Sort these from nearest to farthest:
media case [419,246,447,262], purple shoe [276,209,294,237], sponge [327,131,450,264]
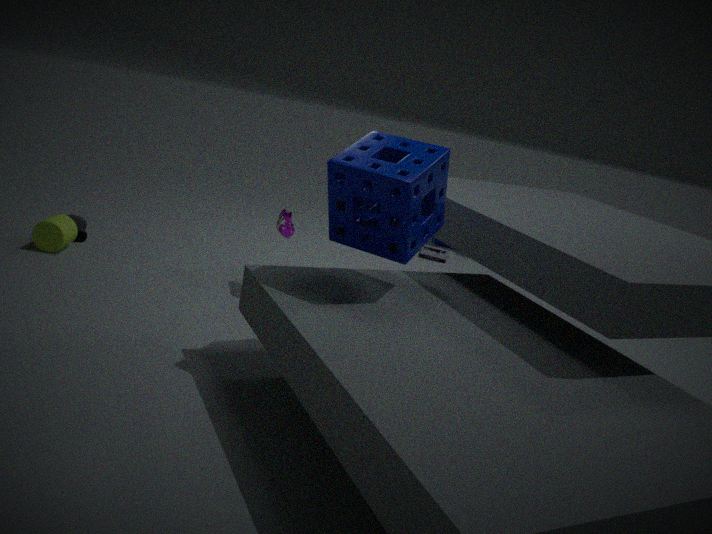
sponge [327,131,450,264] → purple shoe [276,209,294,237] → media case [419,246,447,262]
